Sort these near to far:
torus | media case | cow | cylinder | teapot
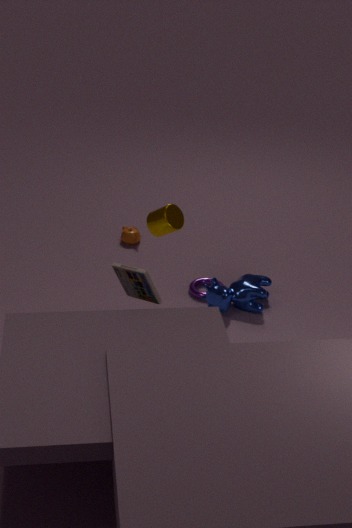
media case < cylinder < cow < torus < teapot
